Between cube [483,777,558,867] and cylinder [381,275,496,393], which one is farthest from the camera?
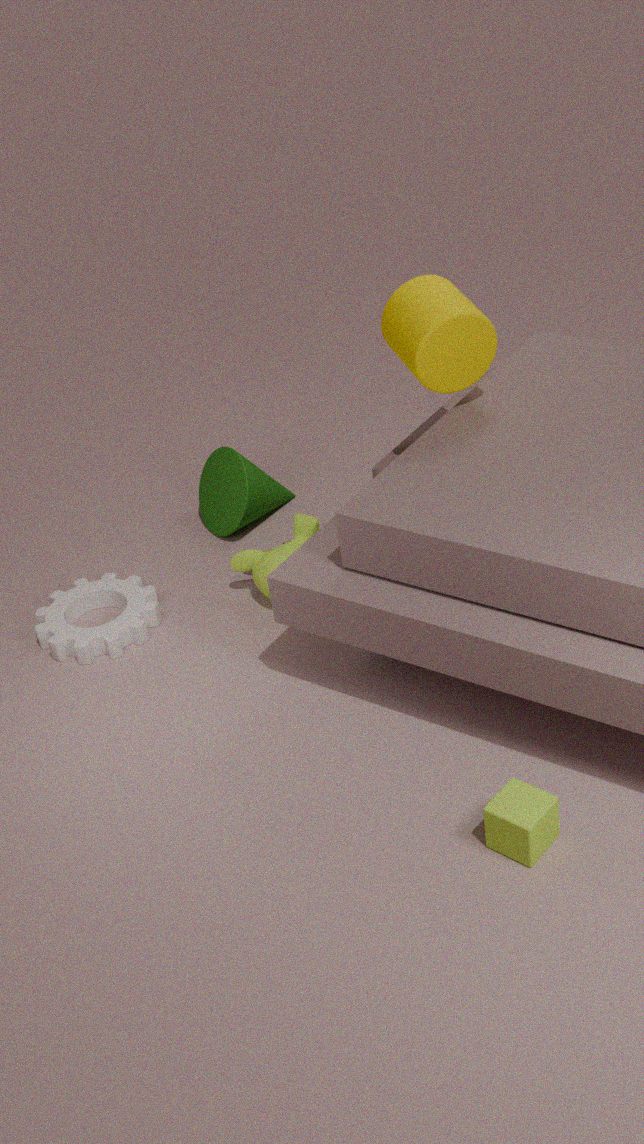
cylinder [381,275,496,393]
